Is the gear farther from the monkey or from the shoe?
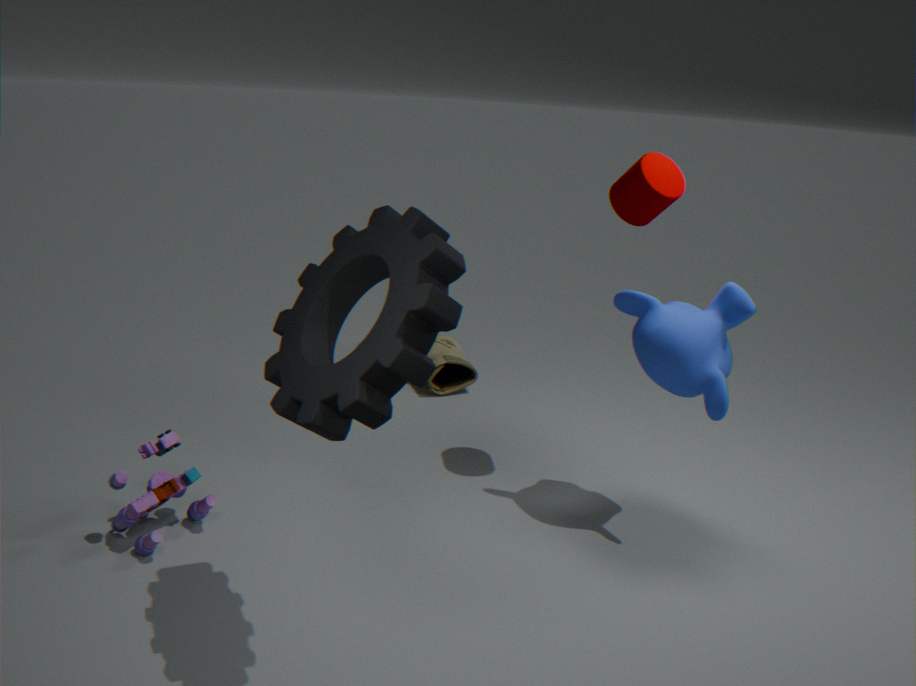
the shoe
